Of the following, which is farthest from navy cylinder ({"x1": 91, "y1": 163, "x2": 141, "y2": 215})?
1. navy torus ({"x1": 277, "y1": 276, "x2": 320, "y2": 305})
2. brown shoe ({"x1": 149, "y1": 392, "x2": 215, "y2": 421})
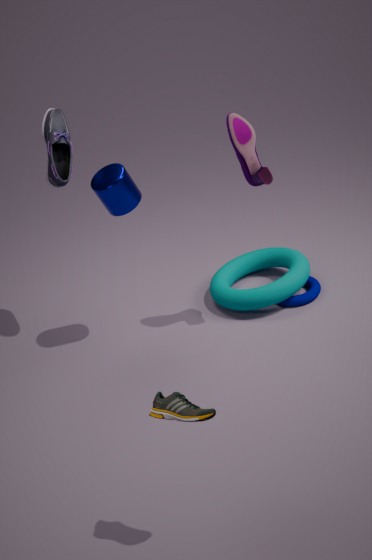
brown shoe ({"x1": 149, "y1": 392, "x2": 215, "y2": 421})
